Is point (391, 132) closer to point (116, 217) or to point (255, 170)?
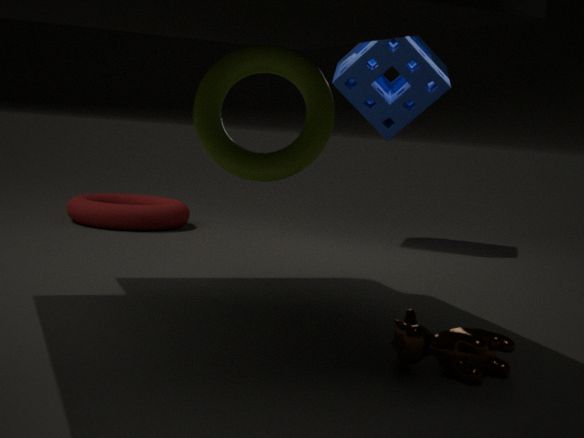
point (116, 217)
